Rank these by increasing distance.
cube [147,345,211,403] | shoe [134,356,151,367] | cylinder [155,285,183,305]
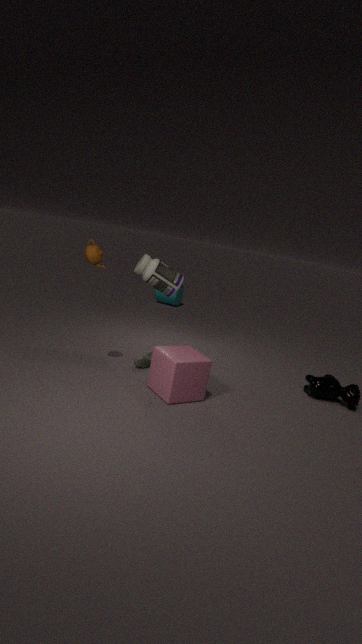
cube [147,345,211,403]
shoe [134,356,151,367]
cylinder [155,285,183,305]
